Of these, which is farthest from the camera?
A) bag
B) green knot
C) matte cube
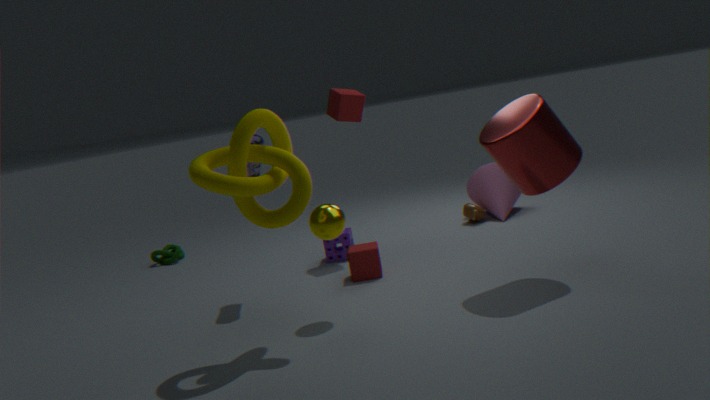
green knot
